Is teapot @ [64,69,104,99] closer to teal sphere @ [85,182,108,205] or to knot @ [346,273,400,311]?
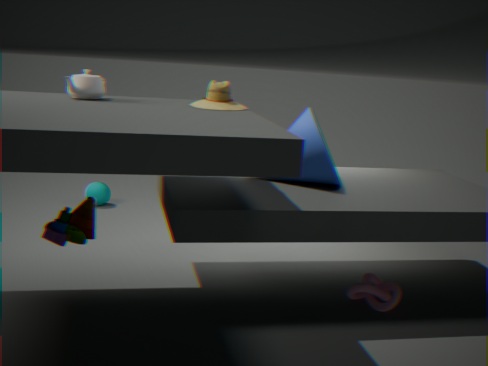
knot @ [346,273,400,311]
